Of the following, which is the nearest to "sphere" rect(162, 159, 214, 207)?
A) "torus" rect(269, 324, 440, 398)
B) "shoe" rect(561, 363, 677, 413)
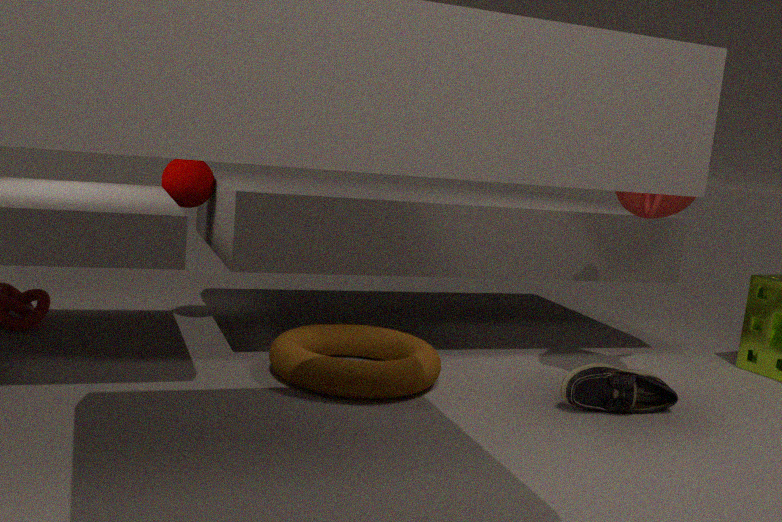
"torus" rect(269, 324, 440, 398)
